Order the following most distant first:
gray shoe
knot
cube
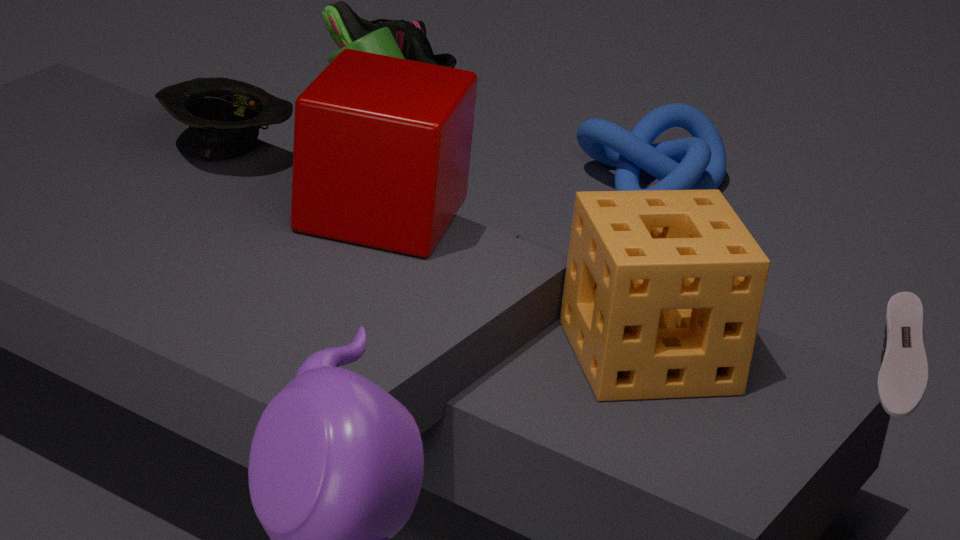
1. knot
2. cube
3. gray shoe
